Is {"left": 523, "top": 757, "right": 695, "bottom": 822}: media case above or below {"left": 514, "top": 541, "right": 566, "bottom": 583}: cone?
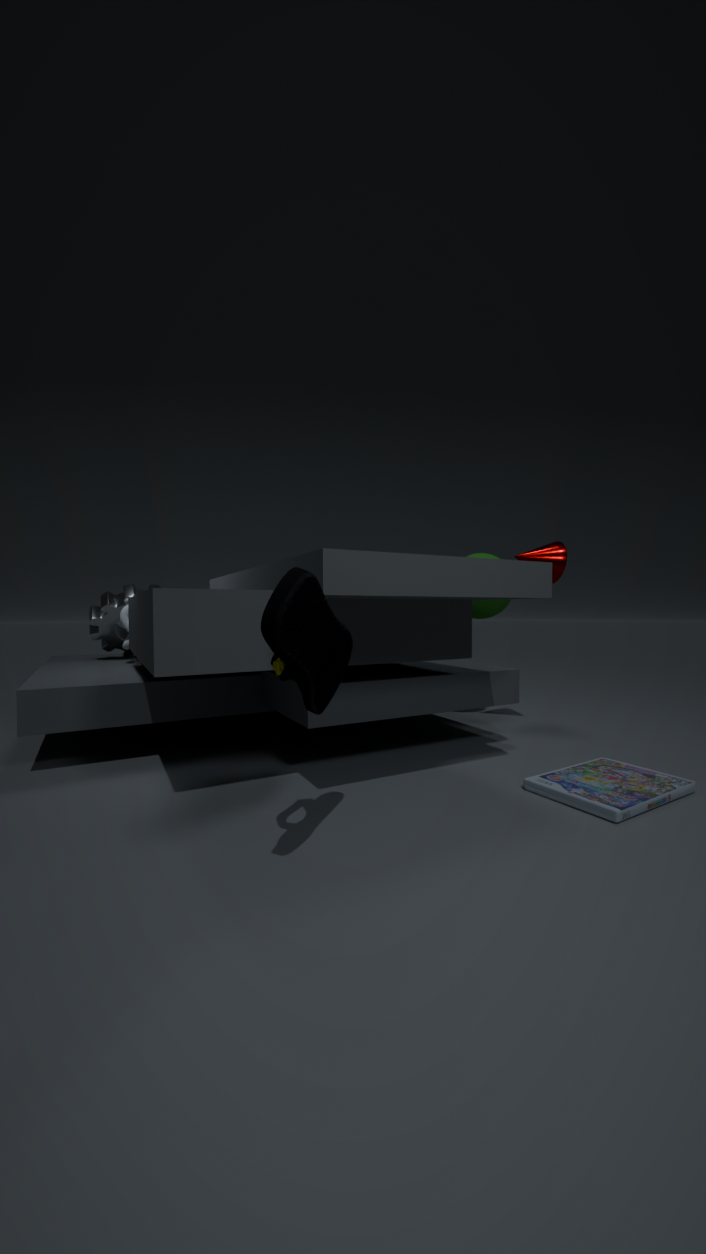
below
